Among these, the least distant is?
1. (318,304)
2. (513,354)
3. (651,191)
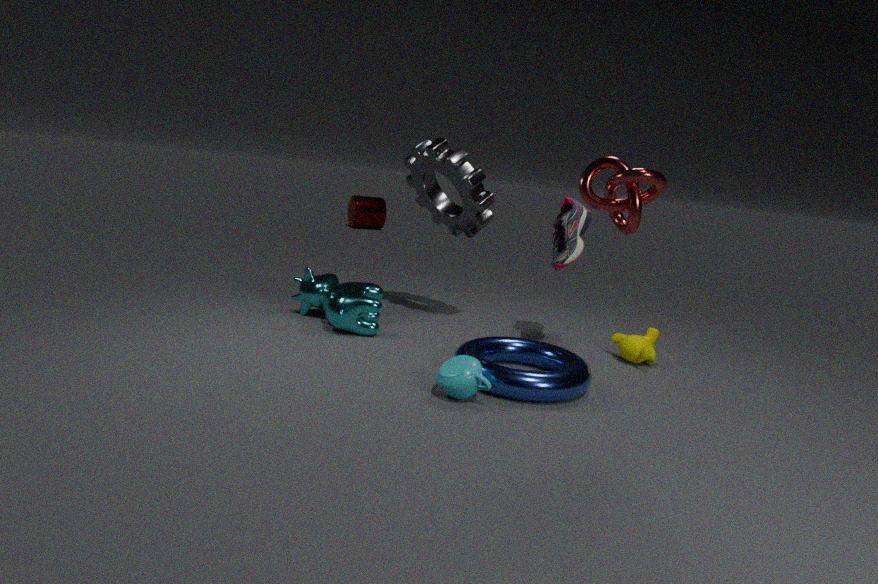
(651,191)
